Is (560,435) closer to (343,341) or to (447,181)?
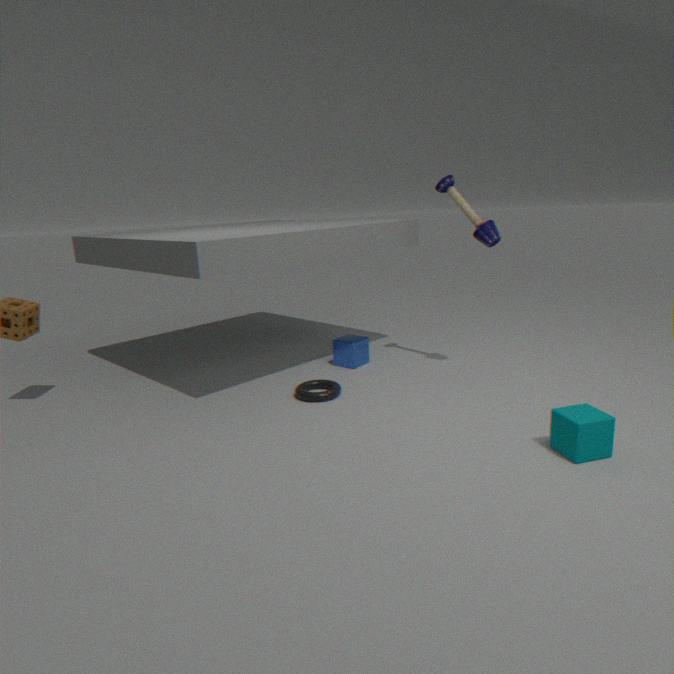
(447,181)
